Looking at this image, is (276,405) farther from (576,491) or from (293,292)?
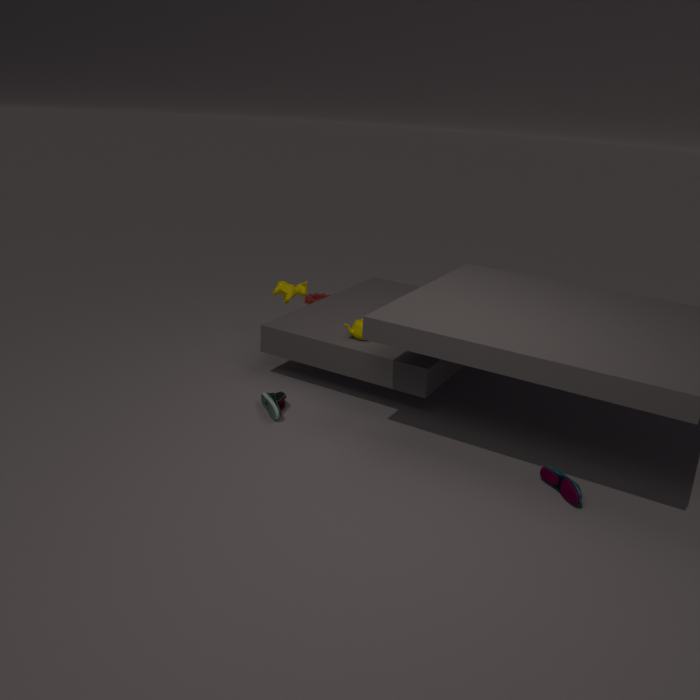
(576,491)
